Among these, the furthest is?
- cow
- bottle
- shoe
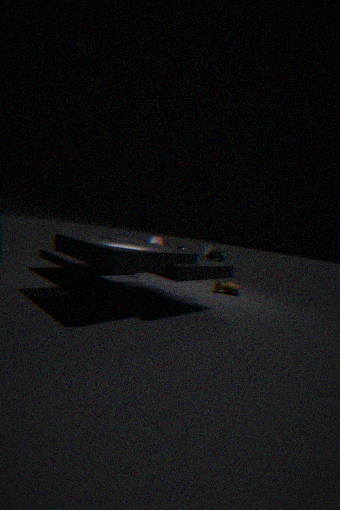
cow
